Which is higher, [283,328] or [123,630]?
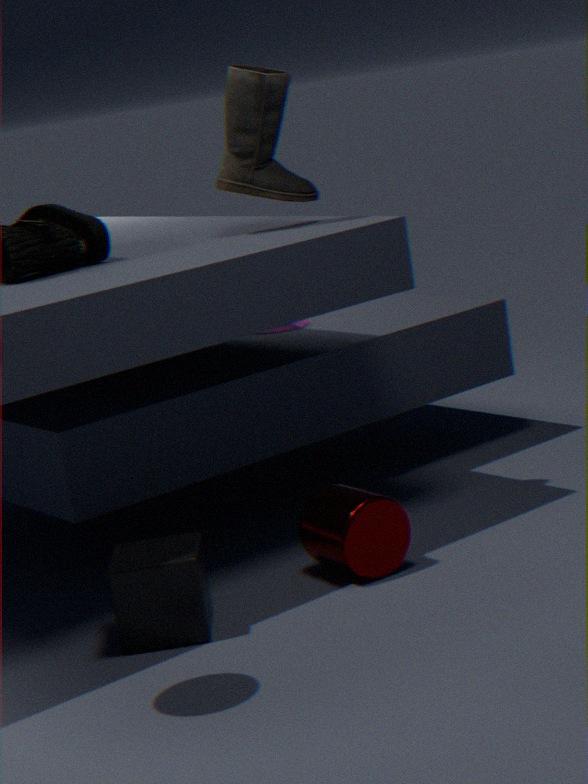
[283,328]
